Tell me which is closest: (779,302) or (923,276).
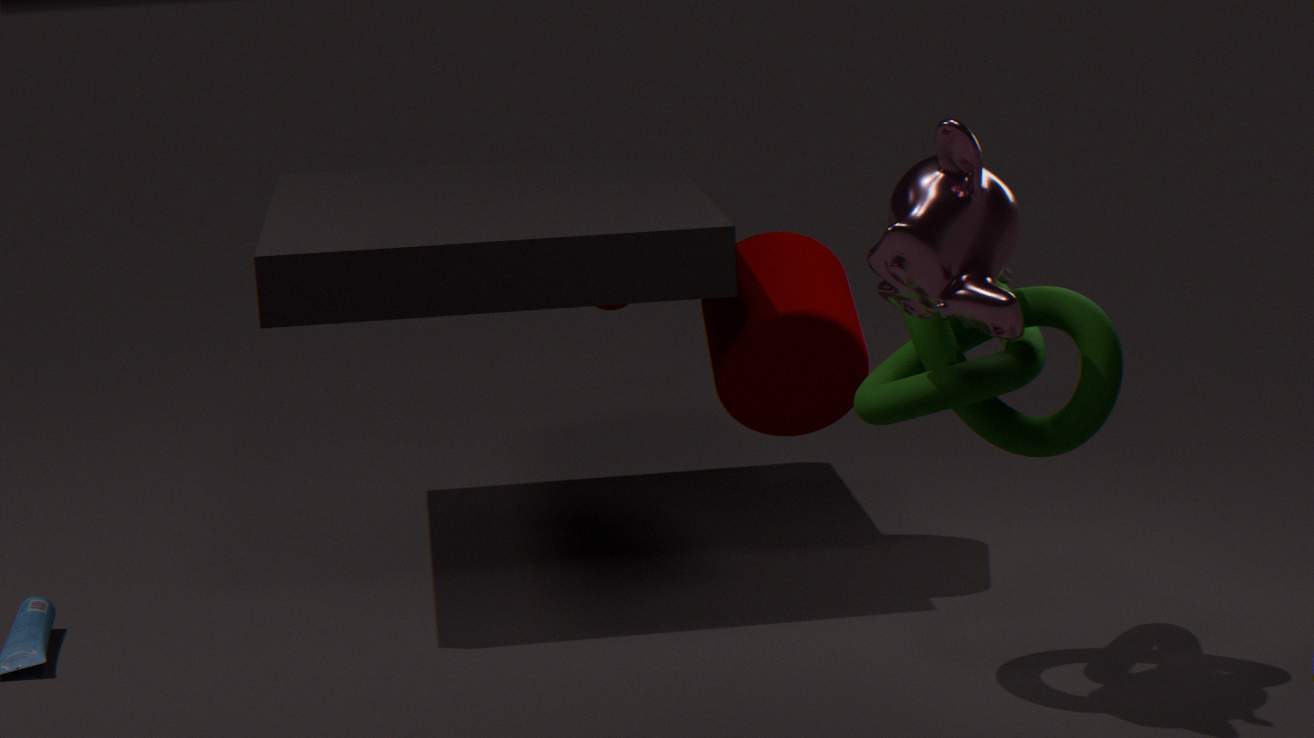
(923,276)
